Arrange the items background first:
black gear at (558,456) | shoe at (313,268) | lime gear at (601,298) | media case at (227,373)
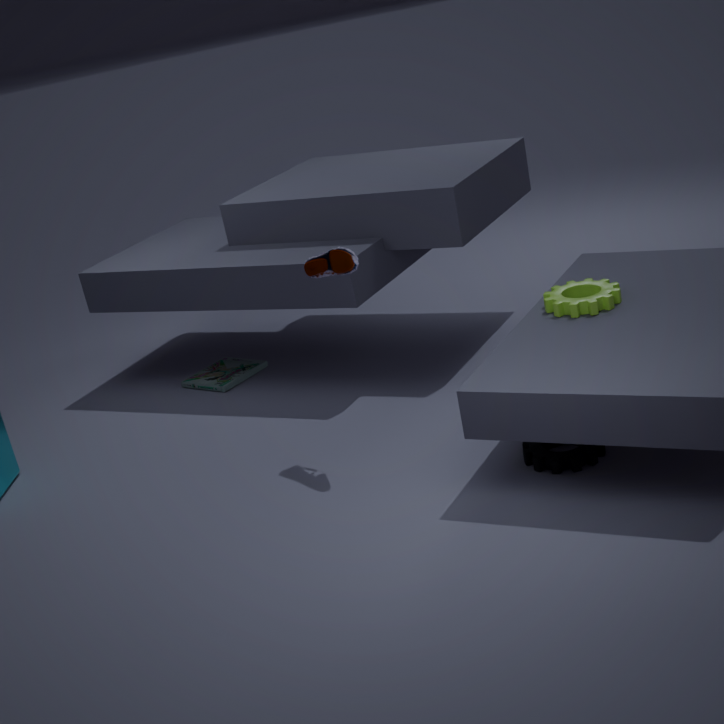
media case at (227,373), lime gear at (601,298), shoe at (313,268), black gear at (558,456)
